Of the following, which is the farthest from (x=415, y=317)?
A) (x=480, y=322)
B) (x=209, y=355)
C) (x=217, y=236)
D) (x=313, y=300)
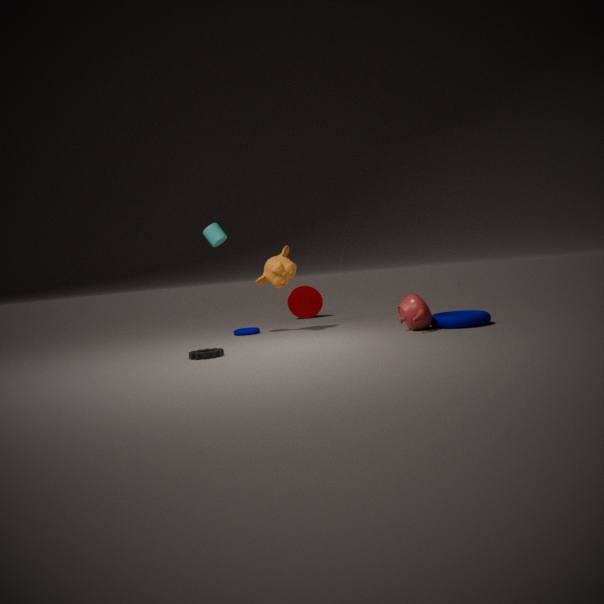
(x=313, y=300)
